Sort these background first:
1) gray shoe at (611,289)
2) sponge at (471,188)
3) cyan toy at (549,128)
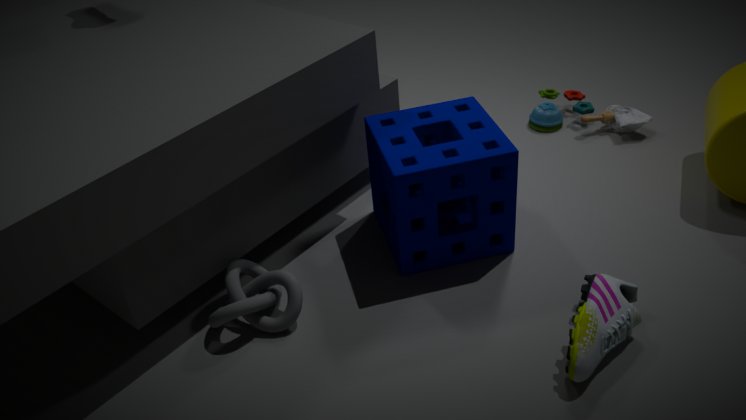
3. cyan toy at (549,128) → 2. sponge at (471,188) → 1. gray shoe at (611,289)
